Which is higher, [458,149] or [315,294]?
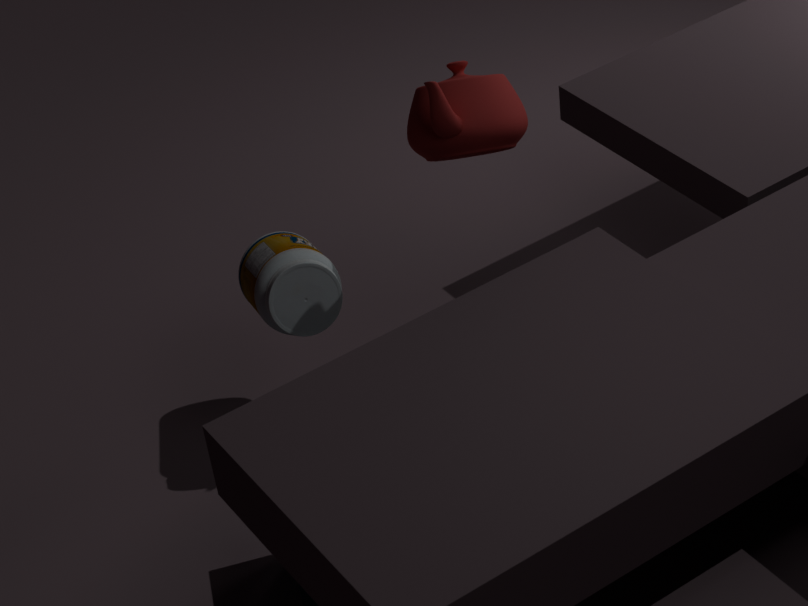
[458,149]
